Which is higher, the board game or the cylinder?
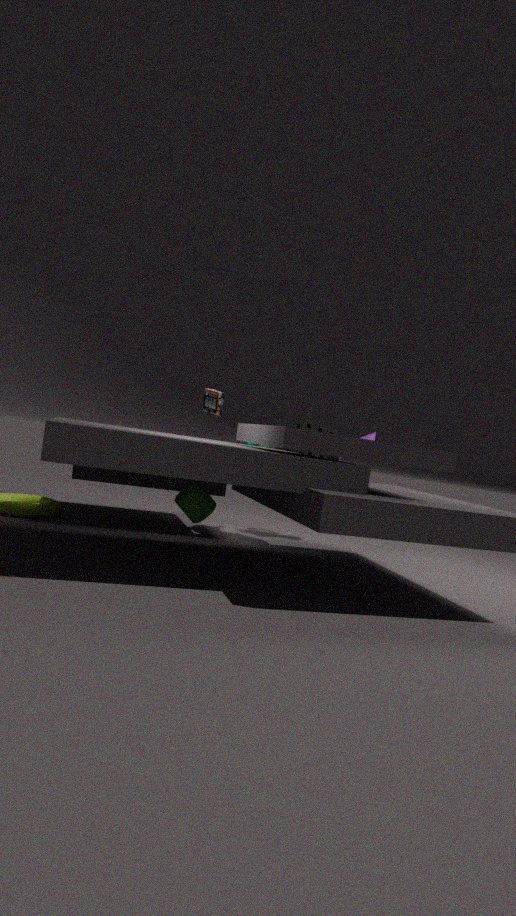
the board game
